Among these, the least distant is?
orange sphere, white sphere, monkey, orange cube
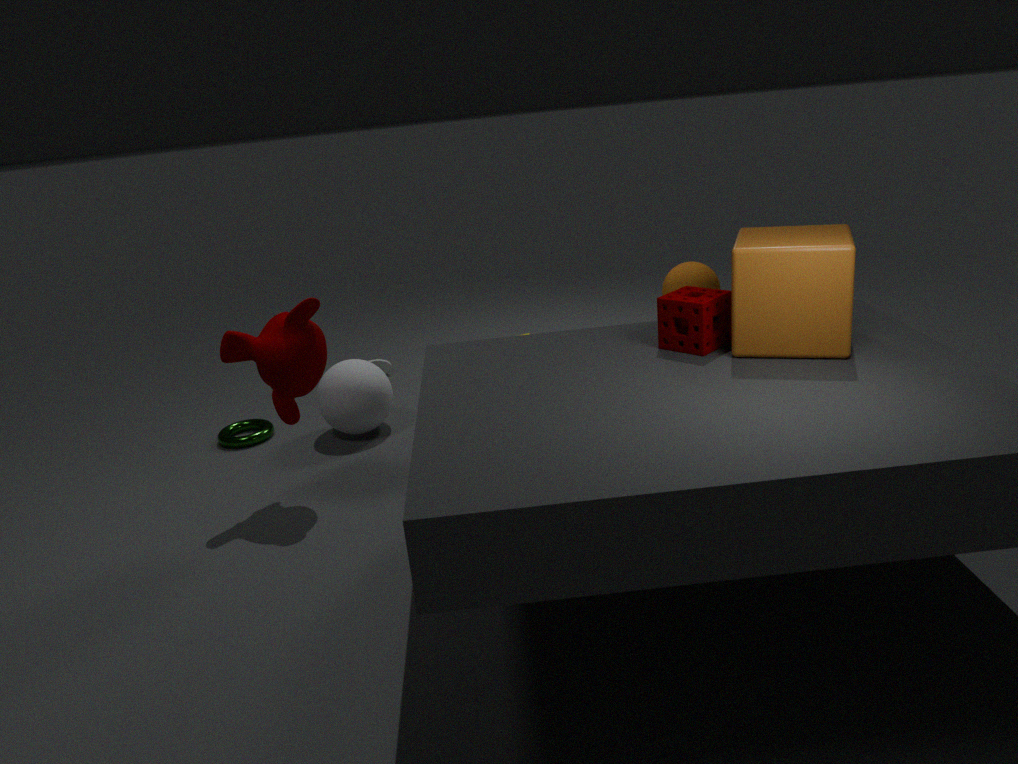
orange cube
